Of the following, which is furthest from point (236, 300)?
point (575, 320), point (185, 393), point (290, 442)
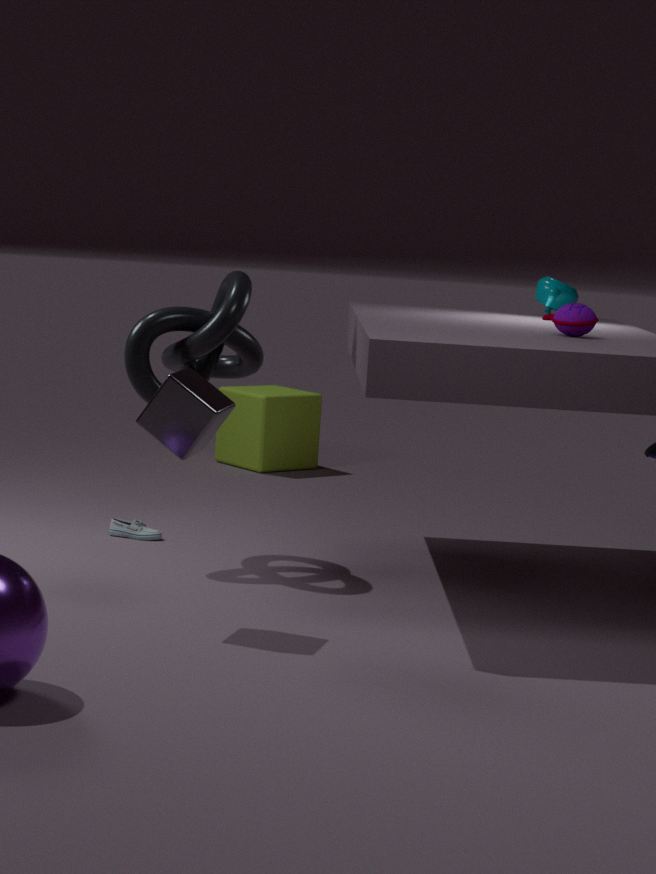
point (290, 442)
